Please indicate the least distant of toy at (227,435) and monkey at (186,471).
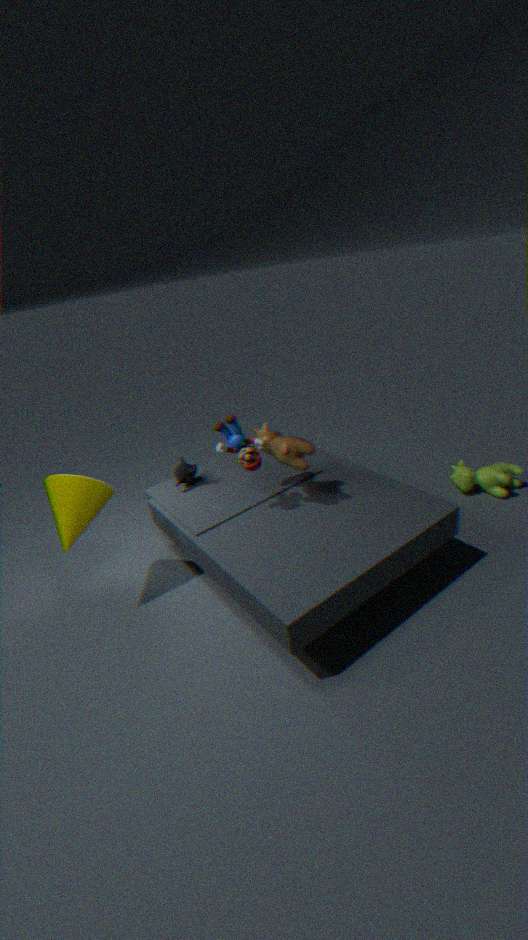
toy at (227,435)
